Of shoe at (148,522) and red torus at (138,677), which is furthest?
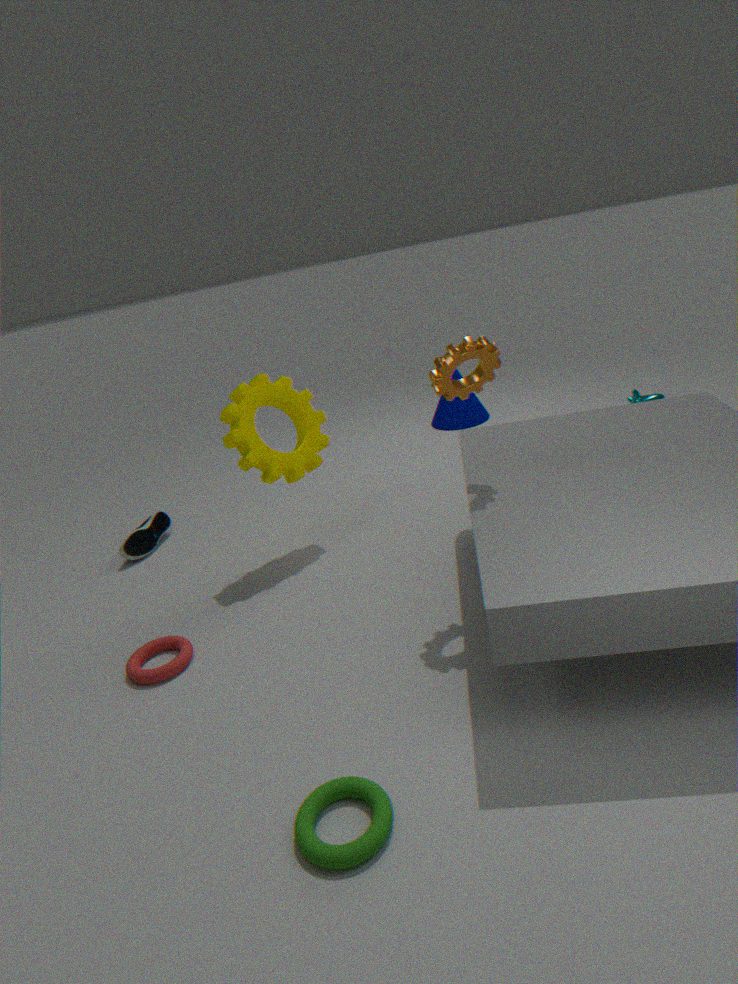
shoe at (148,522)
